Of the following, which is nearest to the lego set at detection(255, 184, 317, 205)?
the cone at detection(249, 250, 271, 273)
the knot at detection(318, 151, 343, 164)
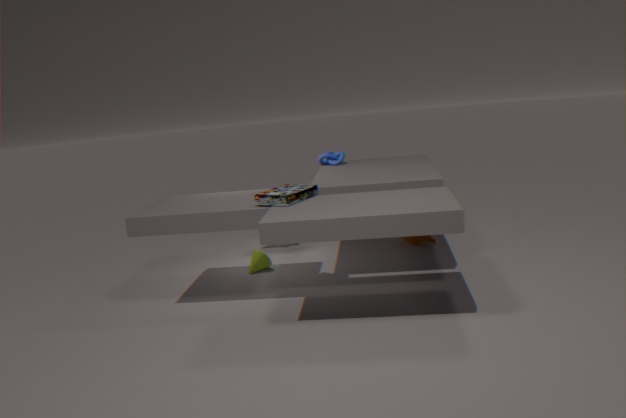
the cone at detection(249, 250, 271, 273)
